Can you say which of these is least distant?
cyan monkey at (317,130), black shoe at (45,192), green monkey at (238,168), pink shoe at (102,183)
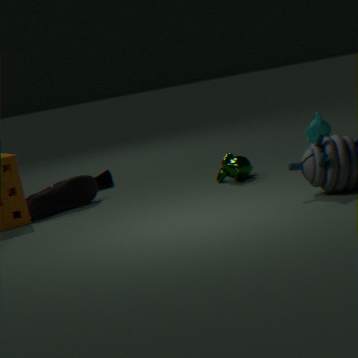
black shoe at (45,192)
